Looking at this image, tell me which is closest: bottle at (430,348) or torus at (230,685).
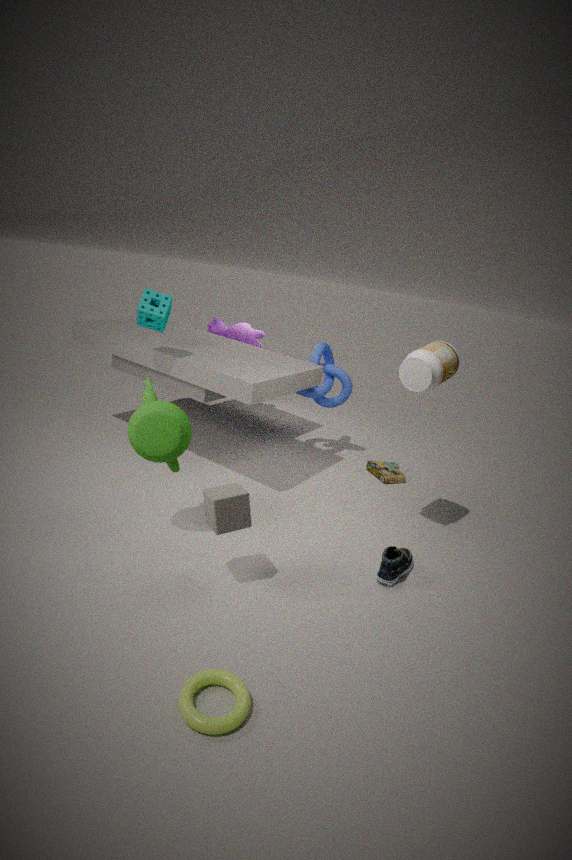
torus at (230,685)
